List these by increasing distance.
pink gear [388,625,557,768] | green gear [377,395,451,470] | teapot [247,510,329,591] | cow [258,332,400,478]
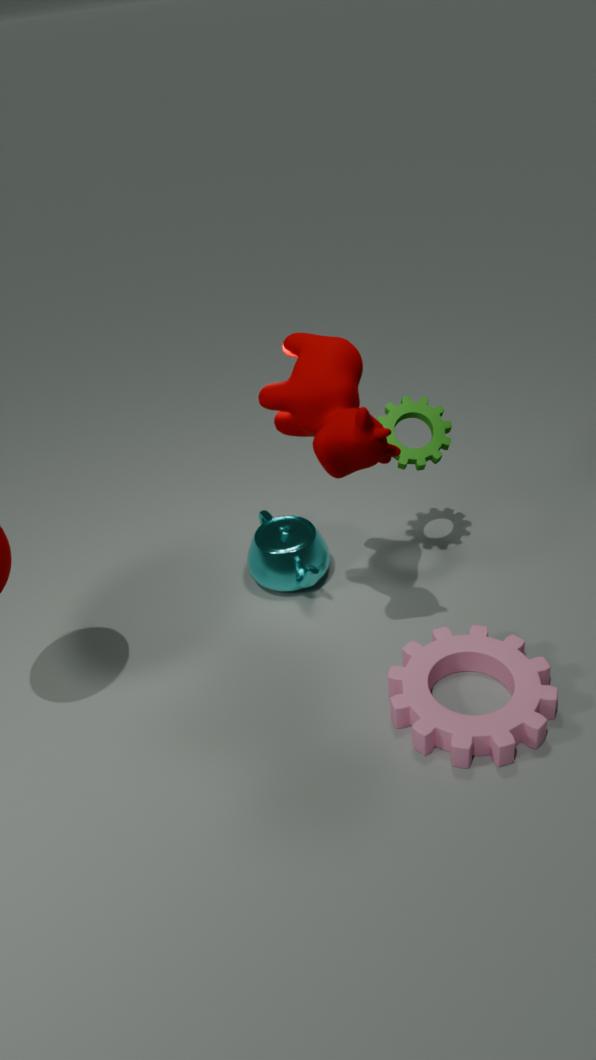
cow [258,332,400,478] → pink gear [388,625,557,768] → green gear [377,395,451,470] → teapot [247,510,329,591]
